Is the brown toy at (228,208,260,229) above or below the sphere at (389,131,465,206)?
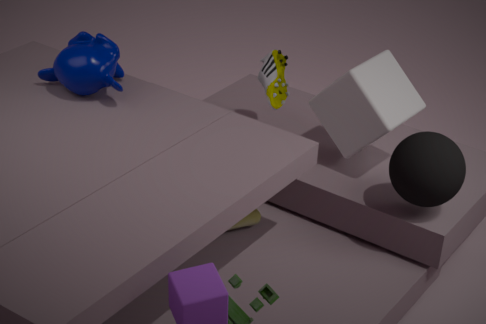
below
